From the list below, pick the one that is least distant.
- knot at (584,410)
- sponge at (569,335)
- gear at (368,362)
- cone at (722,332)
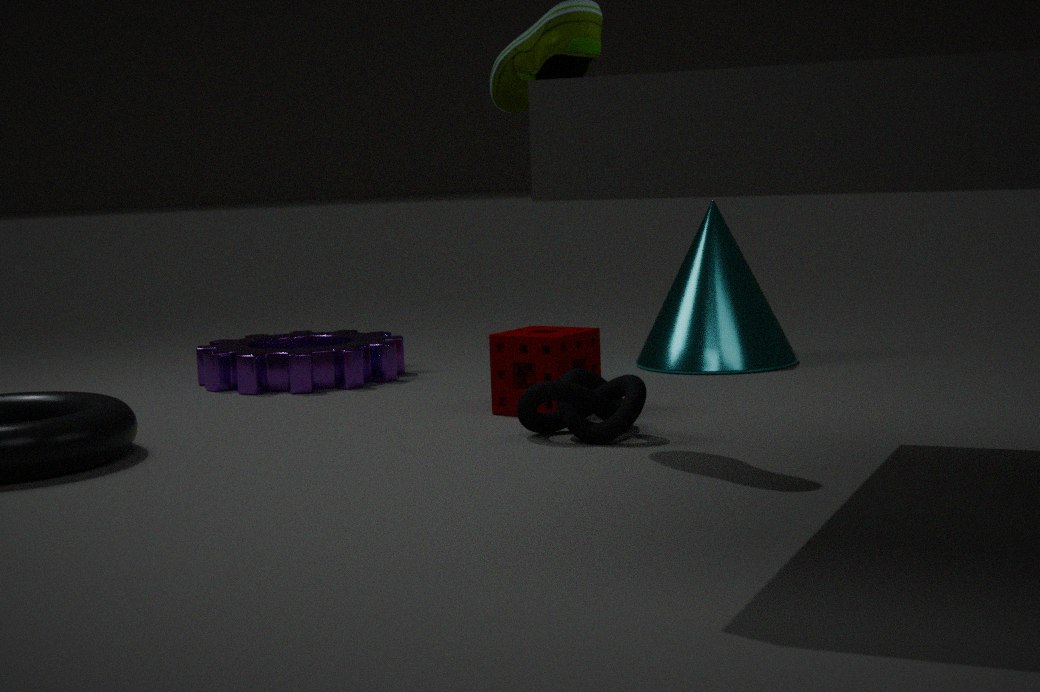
knot at (584,410)
